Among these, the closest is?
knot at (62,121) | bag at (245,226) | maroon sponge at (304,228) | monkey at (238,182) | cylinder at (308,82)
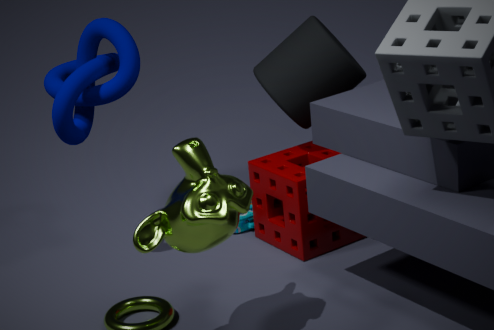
monkey at (238,182)
